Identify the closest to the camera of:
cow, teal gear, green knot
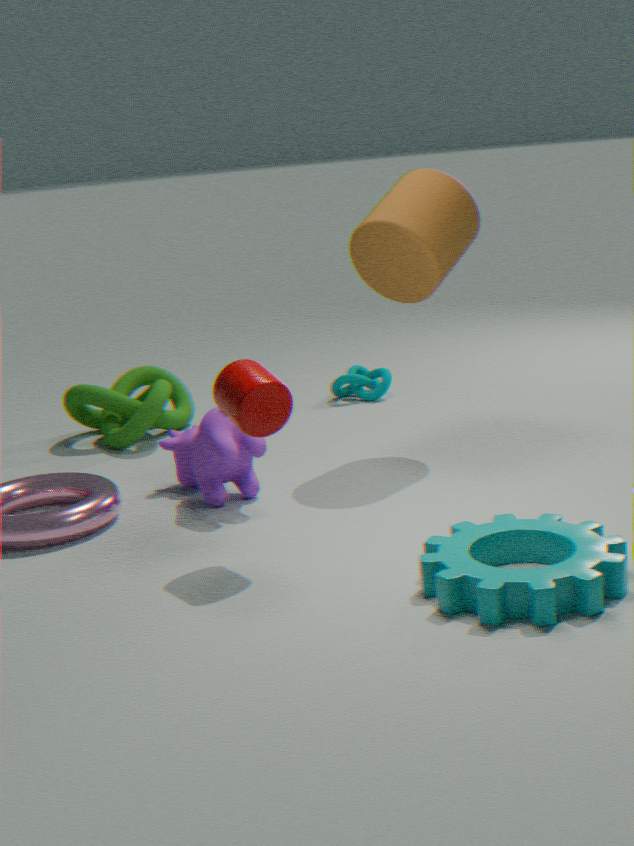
teal gear
